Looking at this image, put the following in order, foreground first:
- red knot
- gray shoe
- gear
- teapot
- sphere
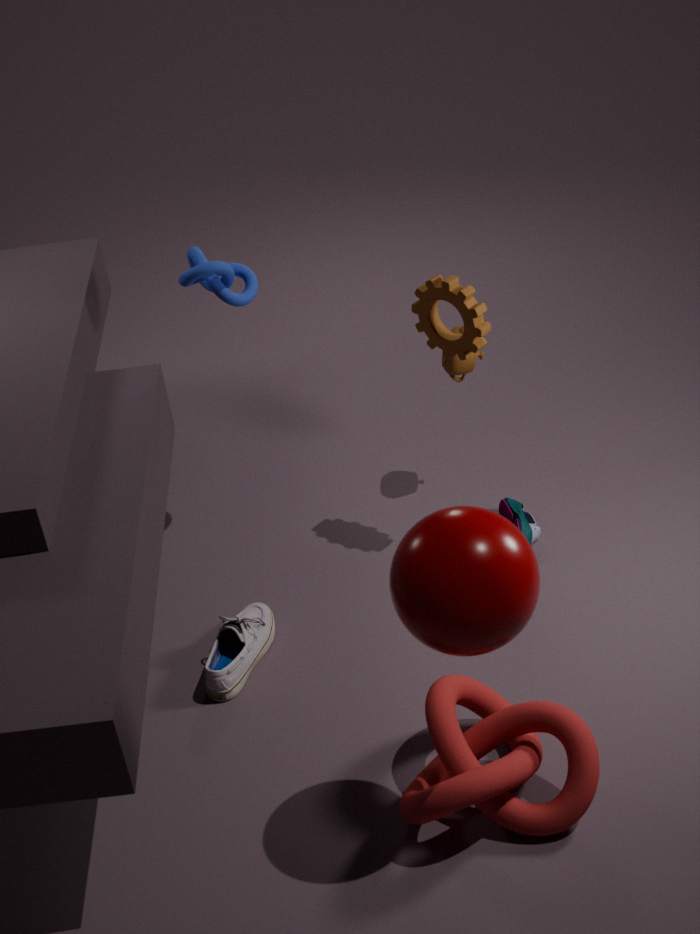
sphere
red knot
gray shoe
gear
teapot
